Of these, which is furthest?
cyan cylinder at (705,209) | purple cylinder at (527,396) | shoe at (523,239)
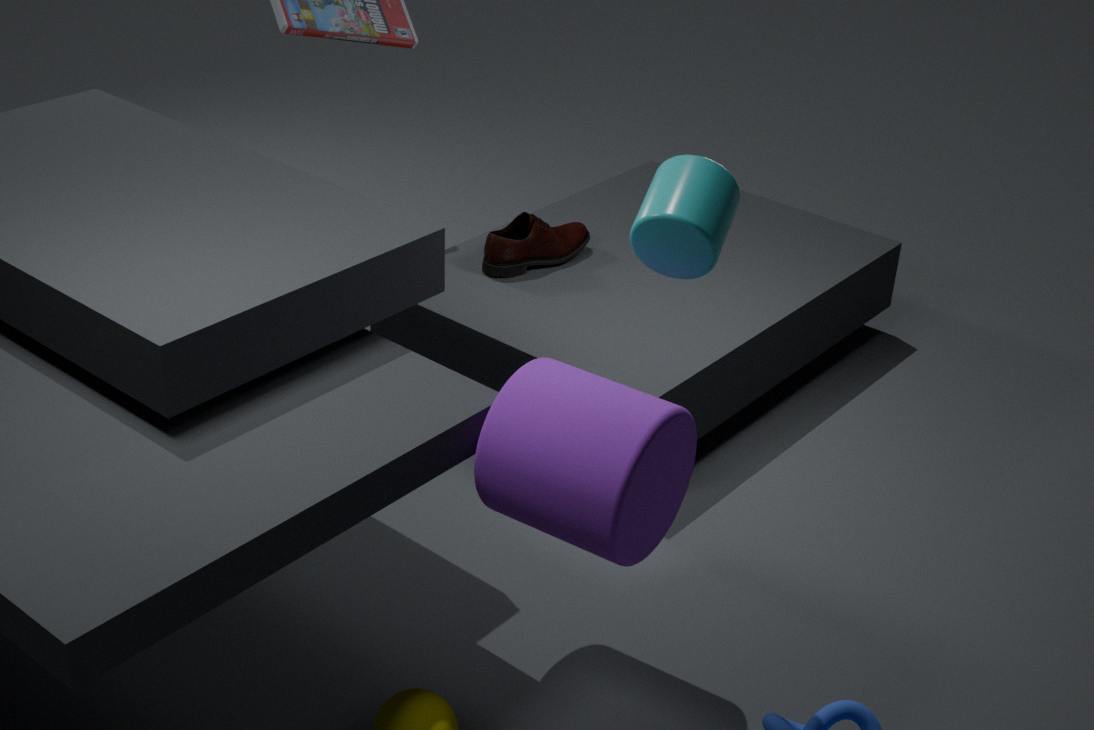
shoe at (523,239)
